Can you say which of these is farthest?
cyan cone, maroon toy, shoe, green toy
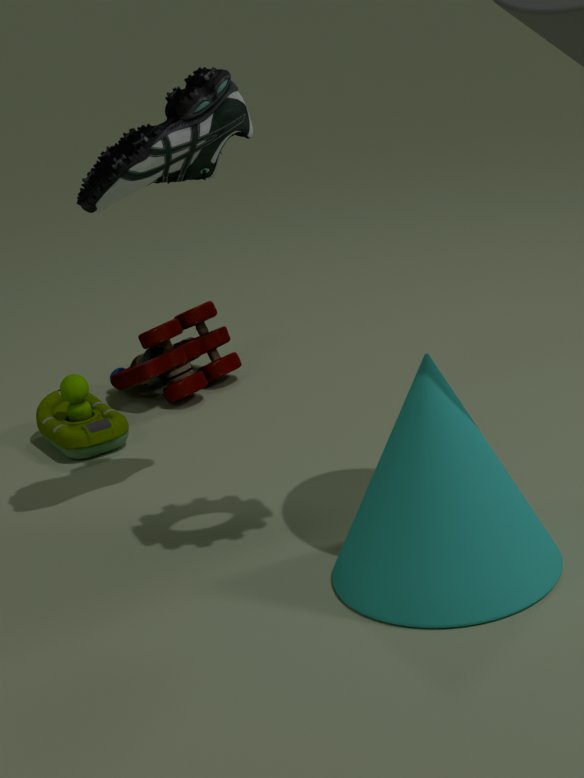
maroon toy
